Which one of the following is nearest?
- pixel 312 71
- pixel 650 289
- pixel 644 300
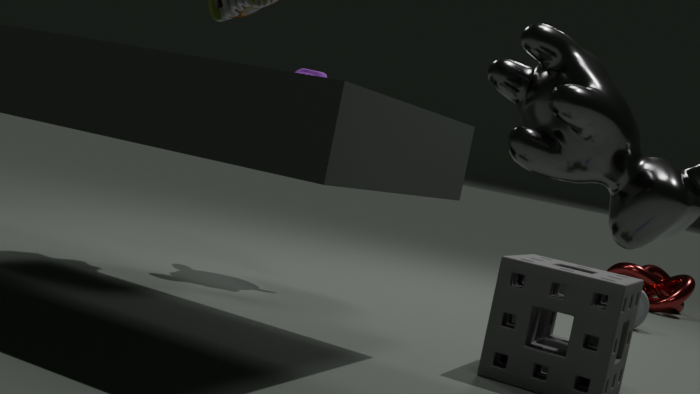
pixel 312 71
